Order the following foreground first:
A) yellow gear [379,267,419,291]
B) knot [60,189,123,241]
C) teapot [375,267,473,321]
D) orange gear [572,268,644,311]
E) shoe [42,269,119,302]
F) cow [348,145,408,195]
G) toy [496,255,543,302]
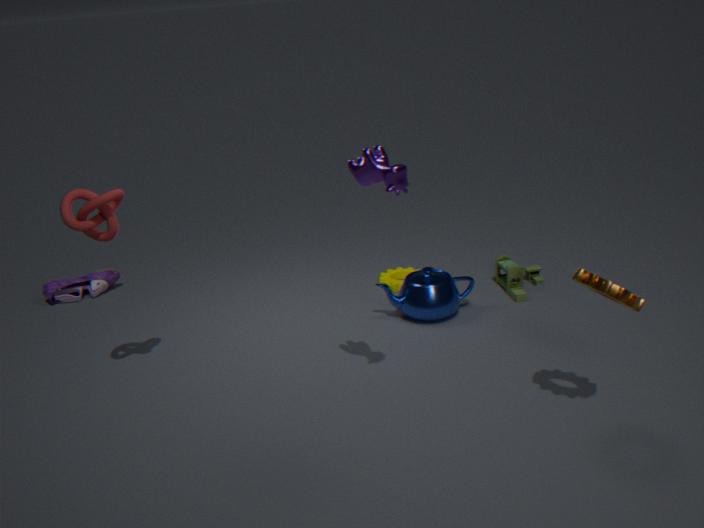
orange gear [572,268,644,311] → cow [348,145,408,195] → knot [60,189,123,241] → teapot [375,267,473,321] → toy [496,255,543,302] → yellow gear [379,267,419,291] → shoe [42,269,119,302]
